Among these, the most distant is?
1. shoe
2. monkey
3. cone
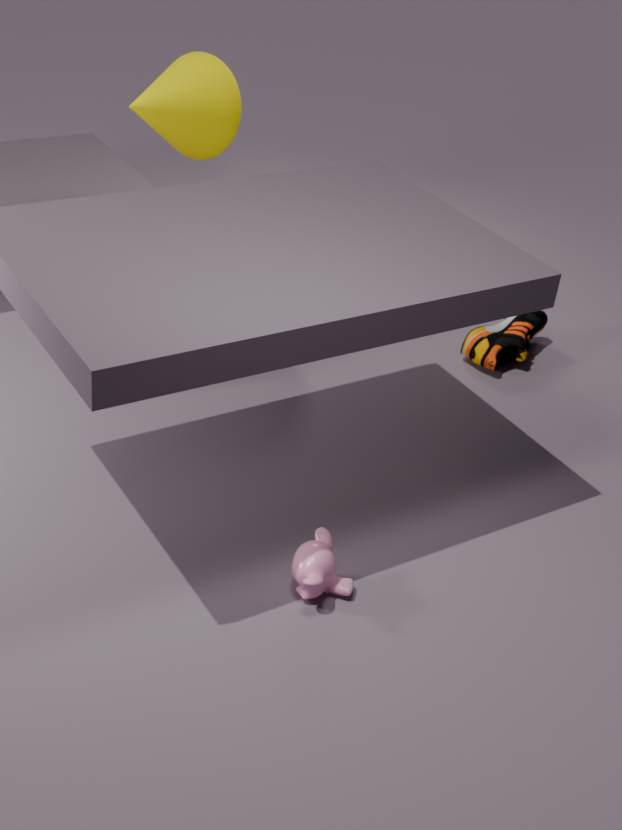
shoe
